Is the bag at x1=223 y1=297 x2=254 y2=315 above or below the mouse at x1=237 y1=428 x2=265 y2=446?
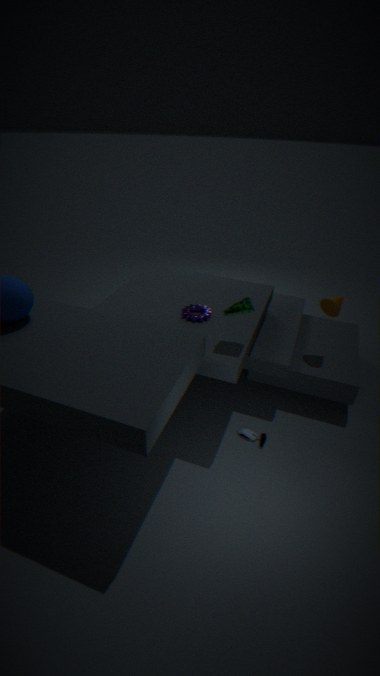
above
